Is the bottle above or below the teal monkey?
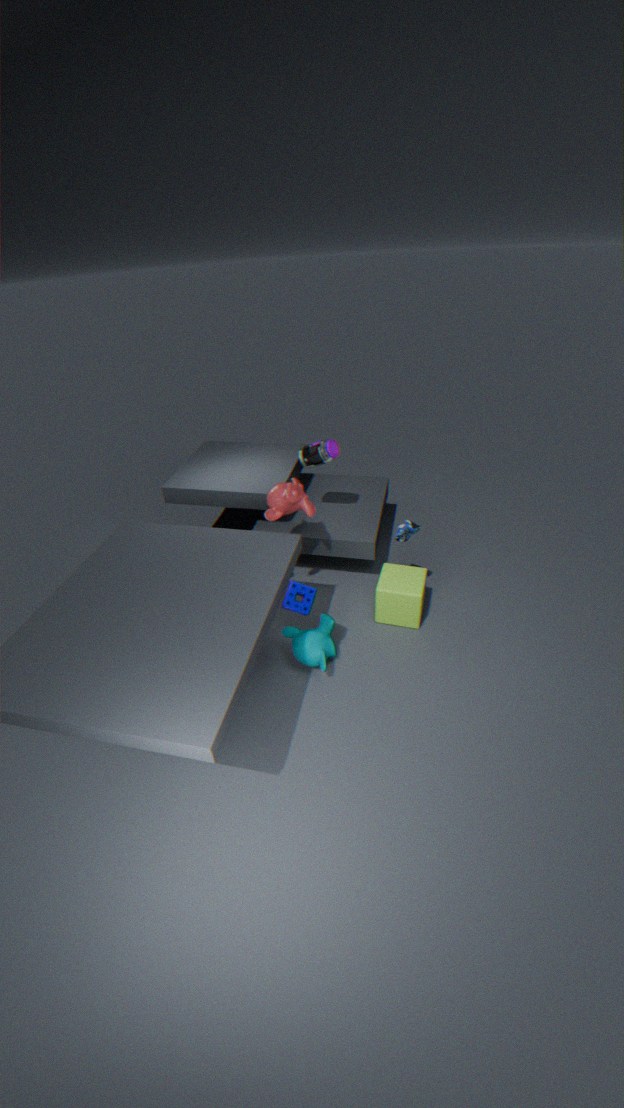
above
